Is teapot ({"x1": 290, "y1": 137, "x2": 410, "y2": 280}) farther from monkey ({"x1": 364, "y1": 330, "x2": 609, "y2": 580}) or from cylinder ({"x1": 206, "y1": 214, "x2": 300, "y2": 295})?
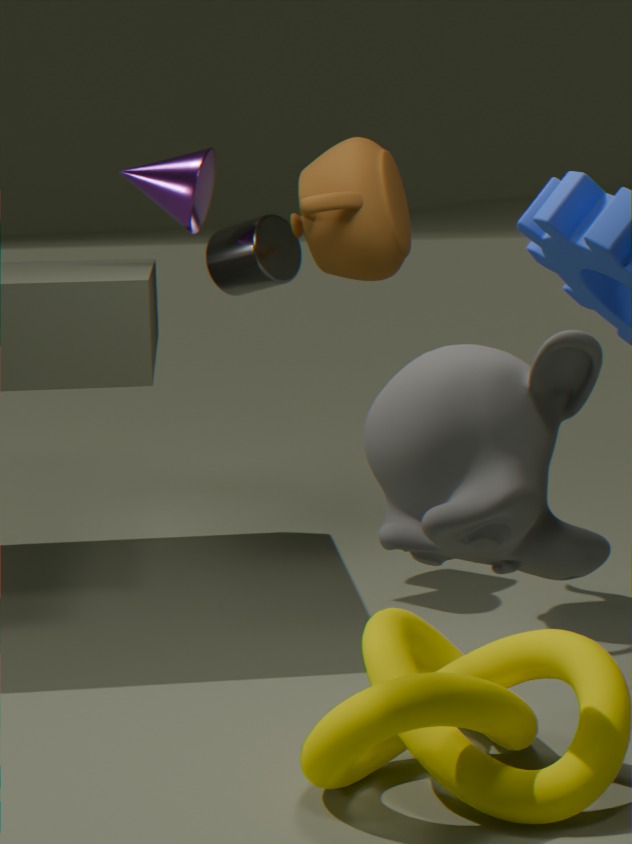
monkey ({"x1": 364, "y1": 330, "x2": 609, "y2": 580})
